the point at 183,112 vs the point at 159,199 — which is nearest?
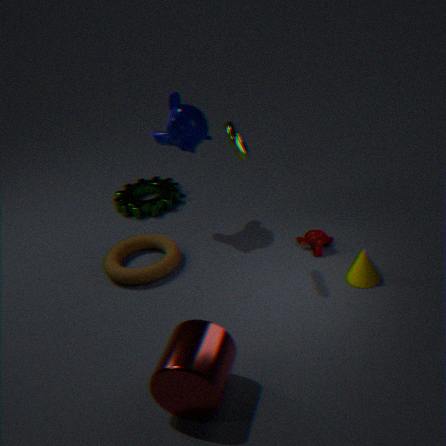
the point at 183,112
